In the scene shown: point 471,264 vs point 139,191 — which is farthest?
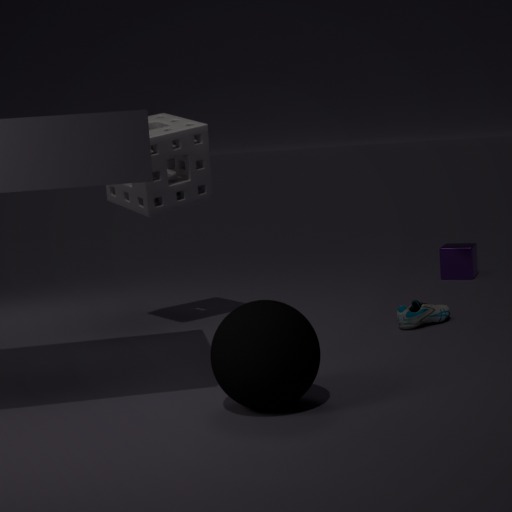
point 471,264
